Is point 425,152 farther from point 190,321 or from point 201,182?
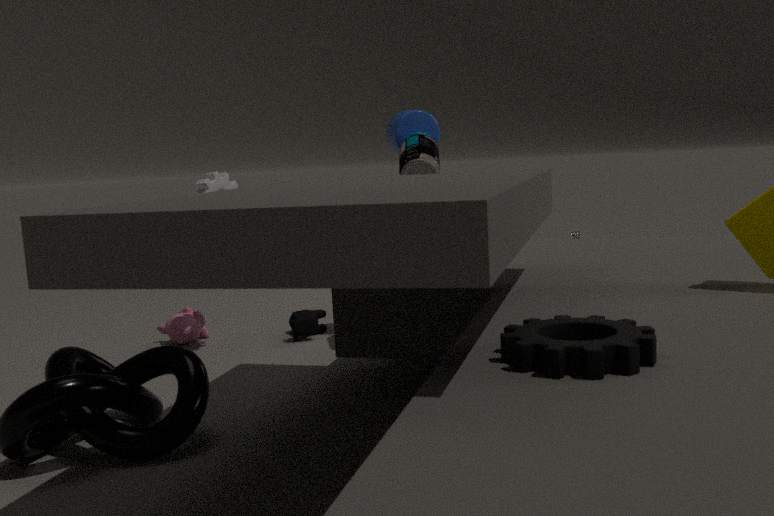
point 190,321
